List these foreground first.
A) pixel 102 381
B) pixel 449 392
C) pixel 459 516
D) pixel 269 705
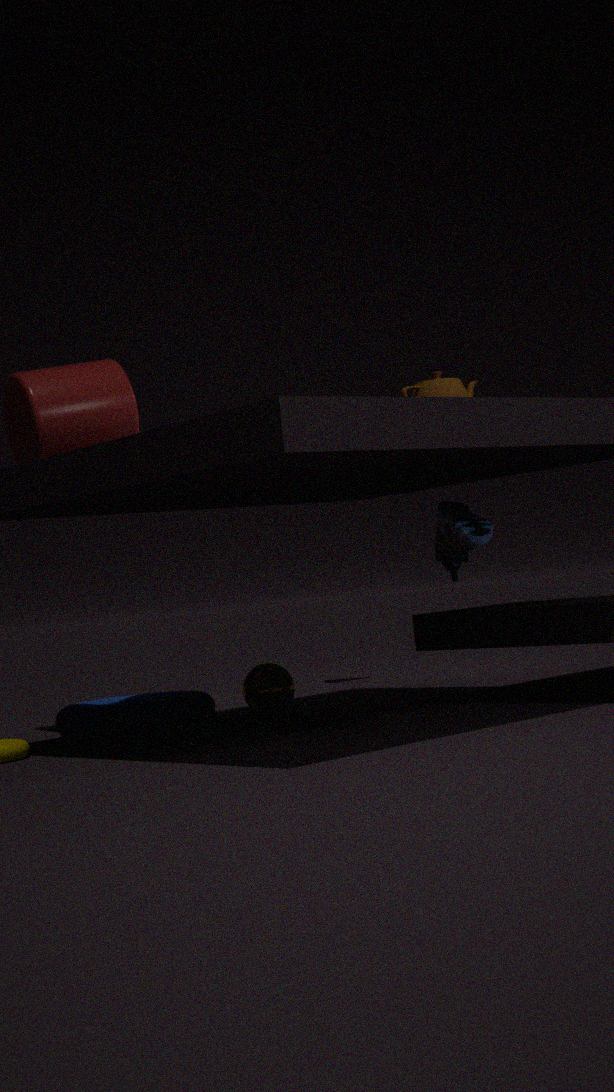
1. pixel 459 516
2. pixel 449 392
3. pixel 102 381
4. pixel 269 705
